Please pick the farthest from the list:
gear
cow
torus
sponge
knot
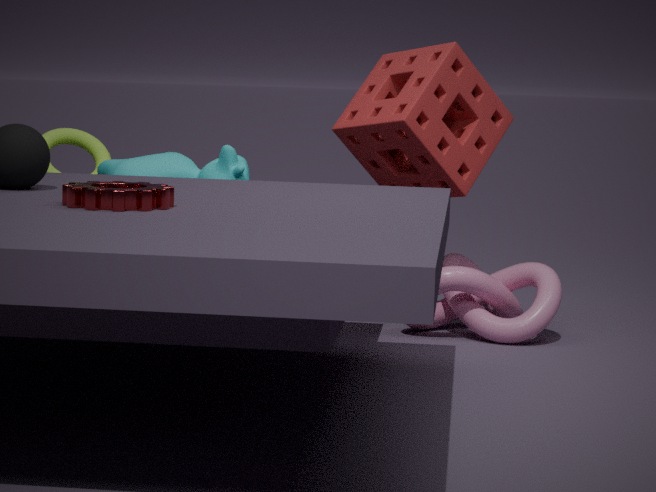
torus
